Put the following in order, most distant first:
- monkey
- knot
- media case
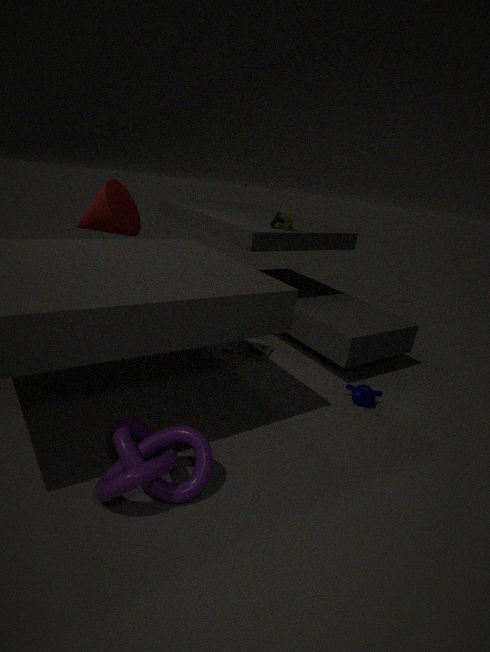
1. media case
2. monkey
3. knot
